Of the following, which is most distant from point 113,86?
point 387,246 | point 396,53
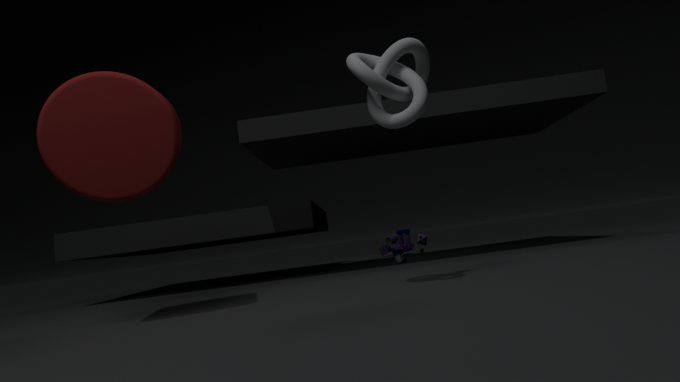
point 387,246
